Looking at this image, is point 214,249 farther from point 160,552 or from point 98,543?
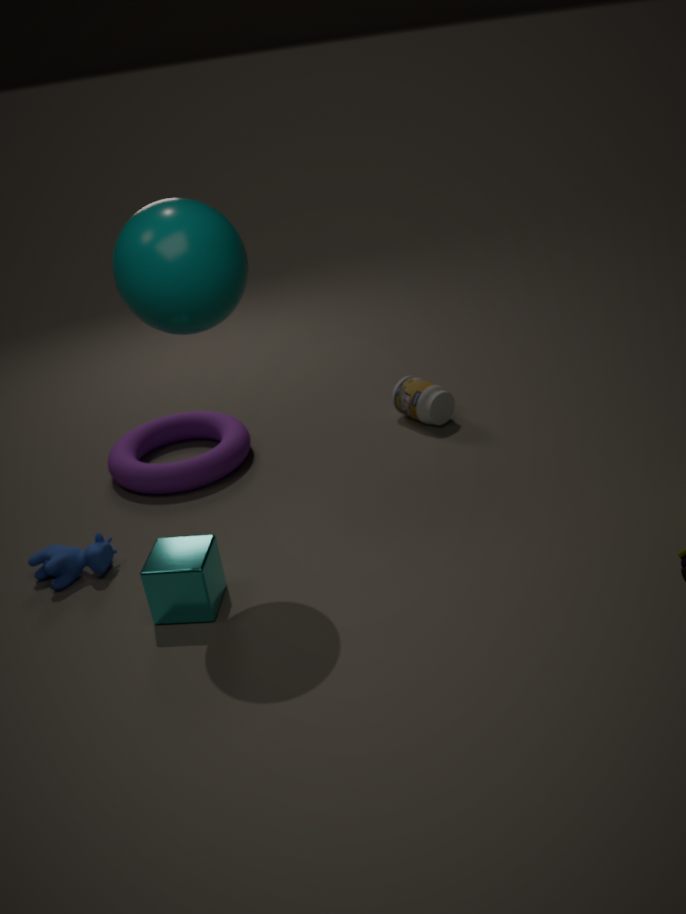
point 98,543
